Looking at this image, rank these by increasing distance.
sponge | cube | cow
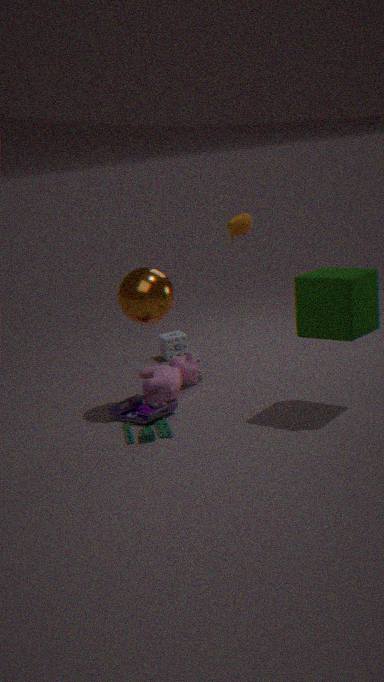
1. cube
2. cow
3. sponge
